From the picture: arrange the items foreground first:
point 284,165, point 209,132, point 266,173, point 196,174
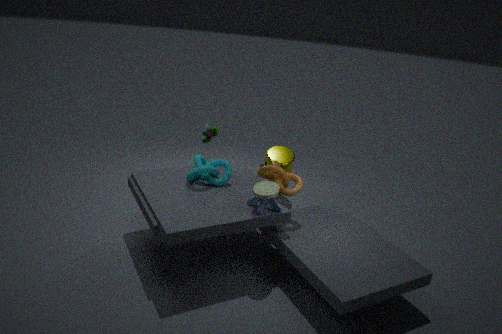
point 196,174, point 266,173, point 284,165, point 209,132
